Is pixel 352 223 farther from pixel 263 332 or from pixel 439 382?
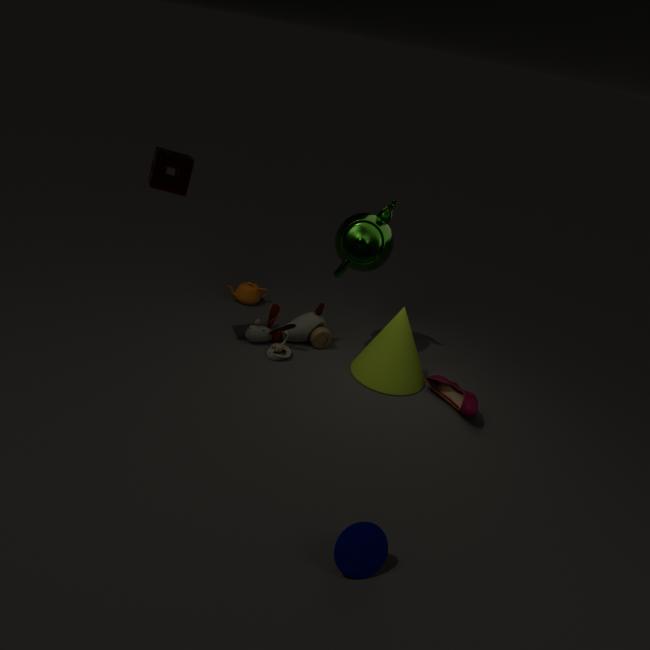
pixel 439 382
